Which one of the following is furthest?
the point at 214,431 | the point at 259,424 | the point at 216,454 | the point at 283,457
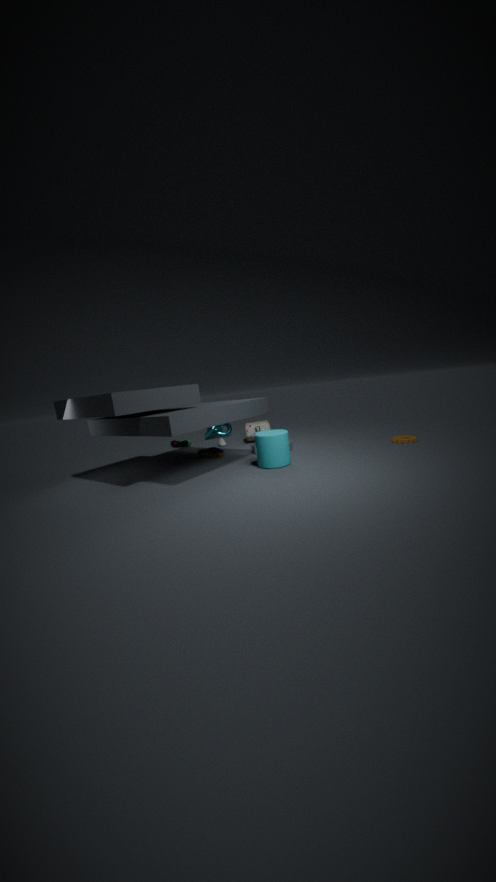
the point at 214,431
